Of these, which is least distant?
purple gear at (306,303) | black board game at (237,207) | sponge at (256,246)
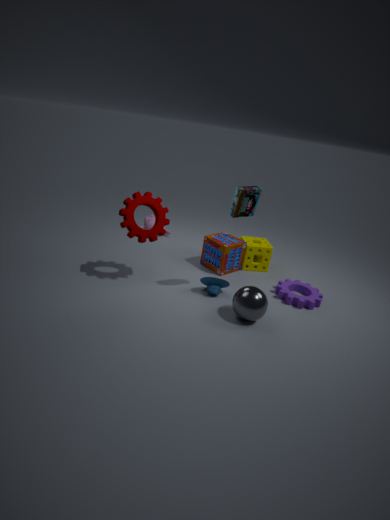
black board game at (237,207)
